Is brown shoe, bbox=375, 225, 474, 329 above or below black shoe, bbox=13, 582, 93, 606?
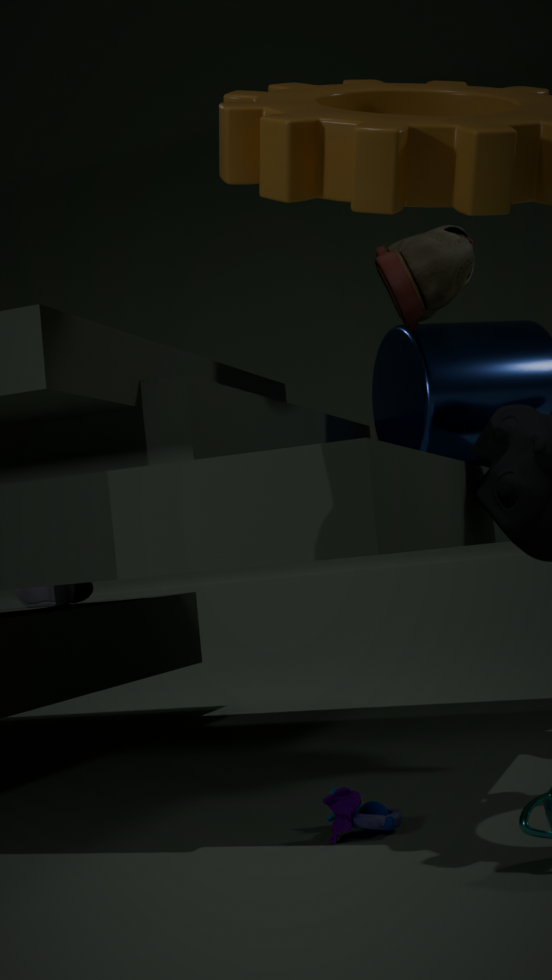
above
